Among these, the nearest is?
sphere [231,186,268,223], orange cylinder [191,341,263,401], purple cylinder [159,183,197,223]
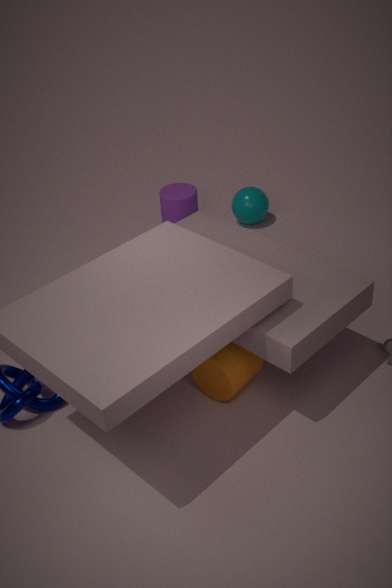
orange cylinder [191,341,263,401]
